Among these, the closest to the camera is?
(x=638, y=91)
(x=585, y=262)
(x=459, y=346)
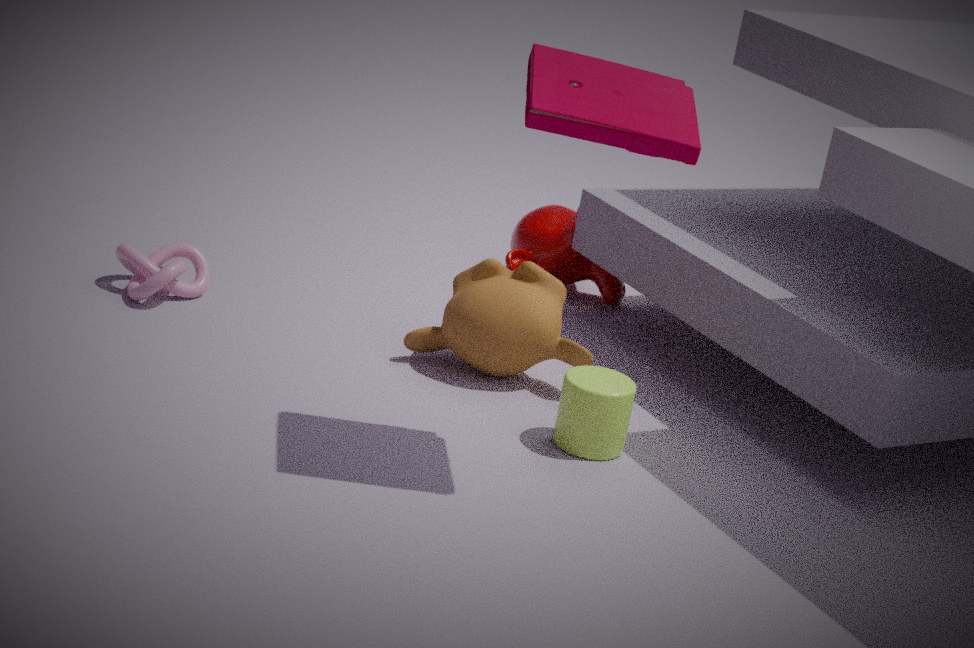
(x=638, y=91)
